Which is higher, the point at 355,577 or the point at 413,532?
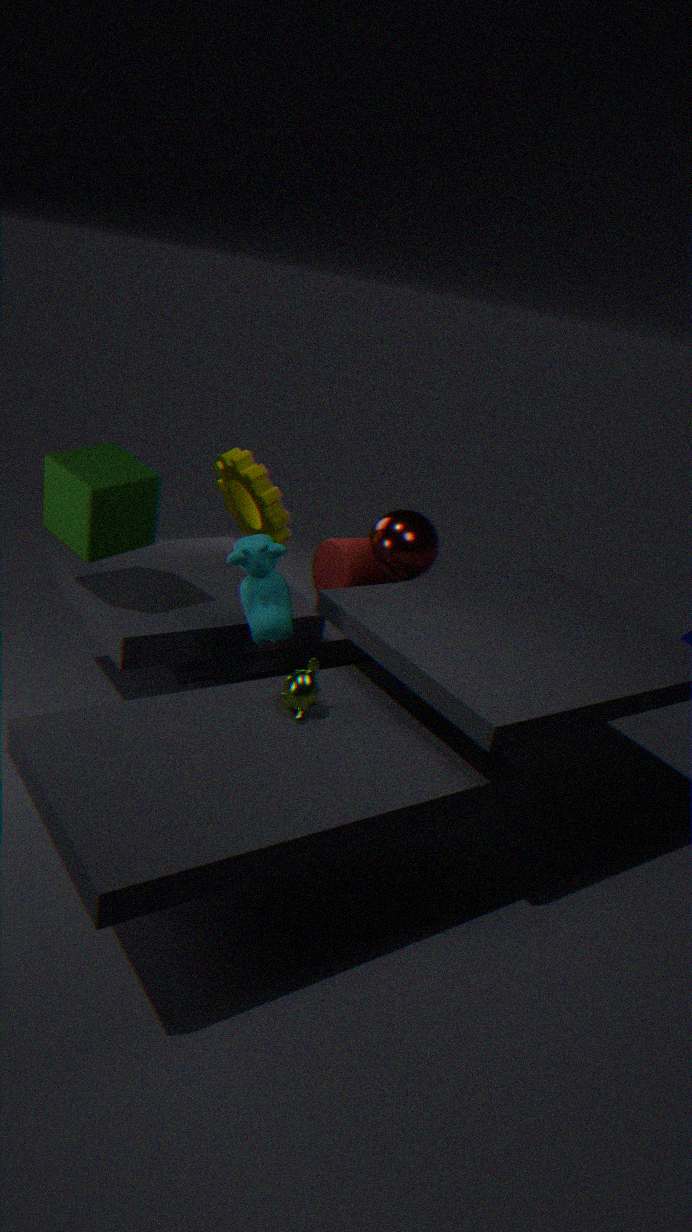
the point at 413,532
